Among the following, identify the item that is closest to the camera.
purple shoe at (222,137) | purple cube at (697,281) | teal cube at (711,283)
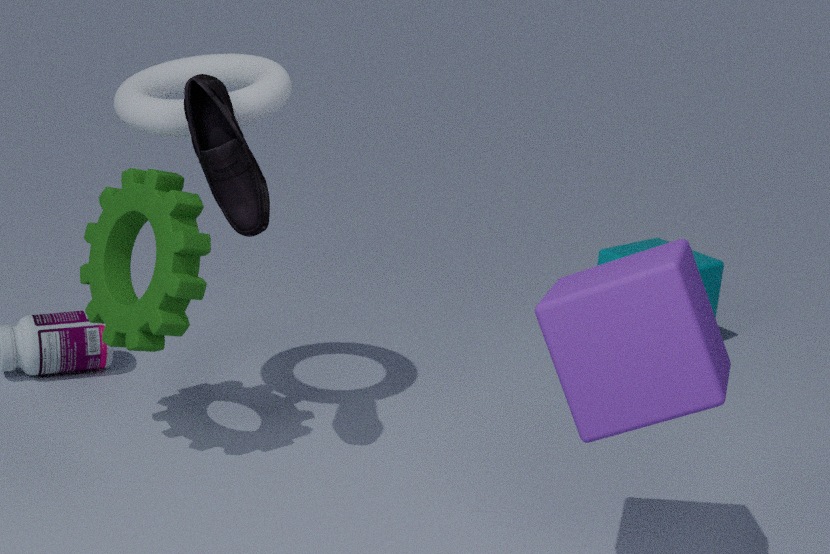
purple cube at (697,281)
